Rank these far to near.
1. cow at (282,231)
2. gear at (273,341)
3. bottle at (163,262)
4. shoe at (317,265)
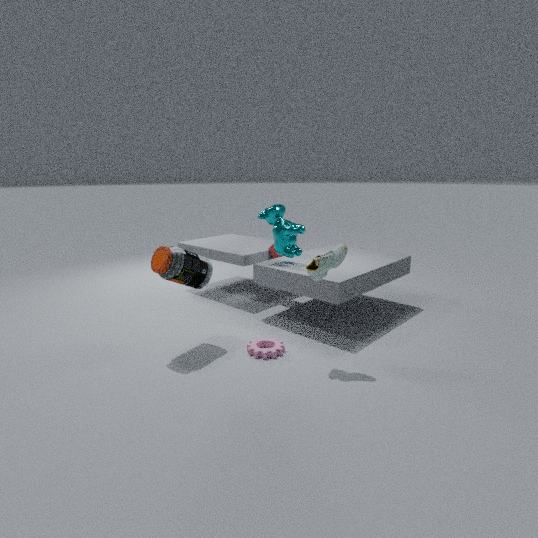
cow at (282,231), gear at (273,341), bottle at (163,262), shoe at (317,265)
